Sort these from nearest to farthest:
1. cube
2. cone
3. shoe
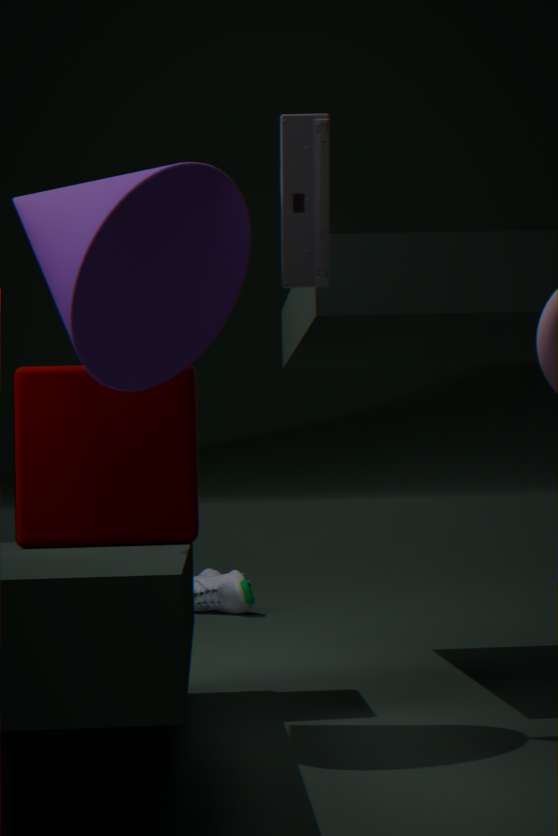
cone → cube → shoe
